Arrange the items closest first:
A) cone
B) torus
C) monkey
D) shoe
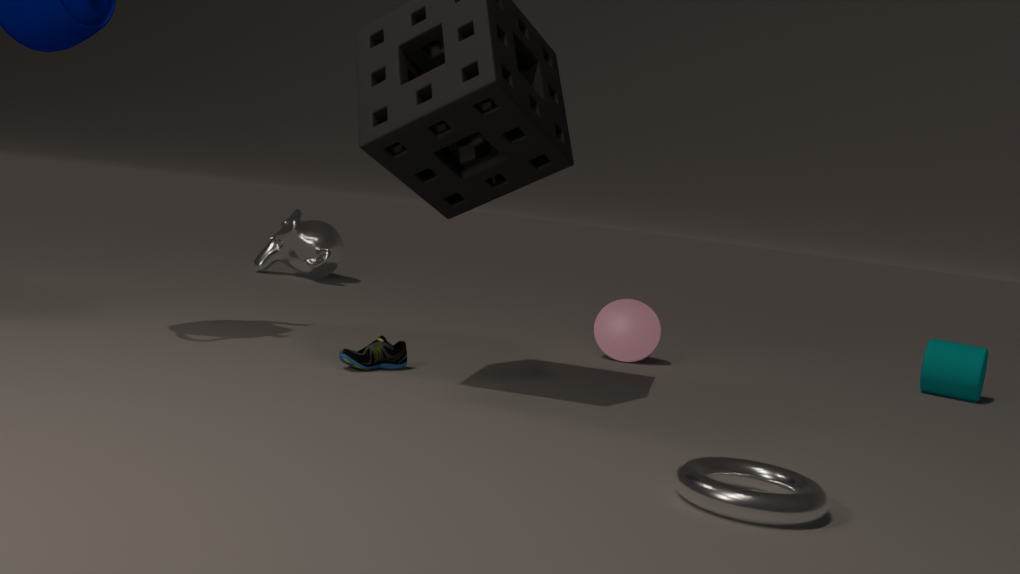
B. torus → D. shoe → A. cone → C. monkey
